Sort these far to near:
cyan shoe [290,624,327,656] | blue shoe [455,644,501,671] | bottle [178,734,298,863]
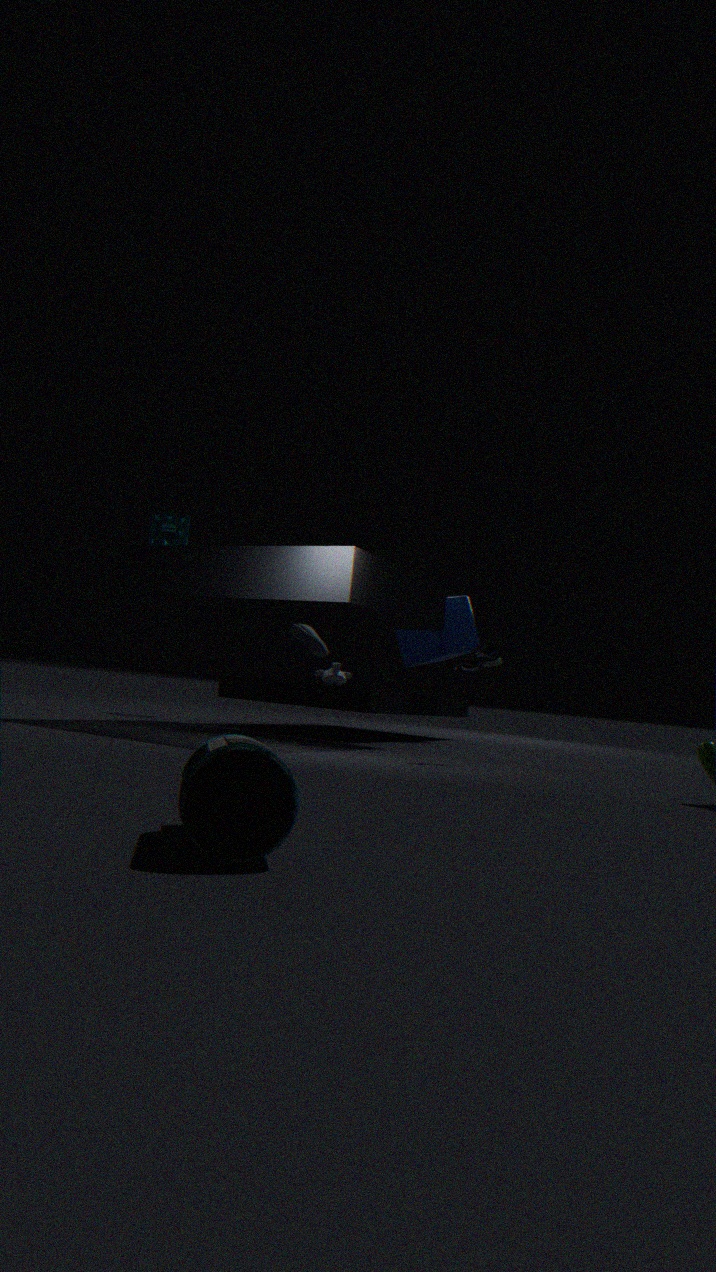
cyan shoe [290,624,327,656], blue shoe [455,644,501,671], bottle [178,734,298,863]
